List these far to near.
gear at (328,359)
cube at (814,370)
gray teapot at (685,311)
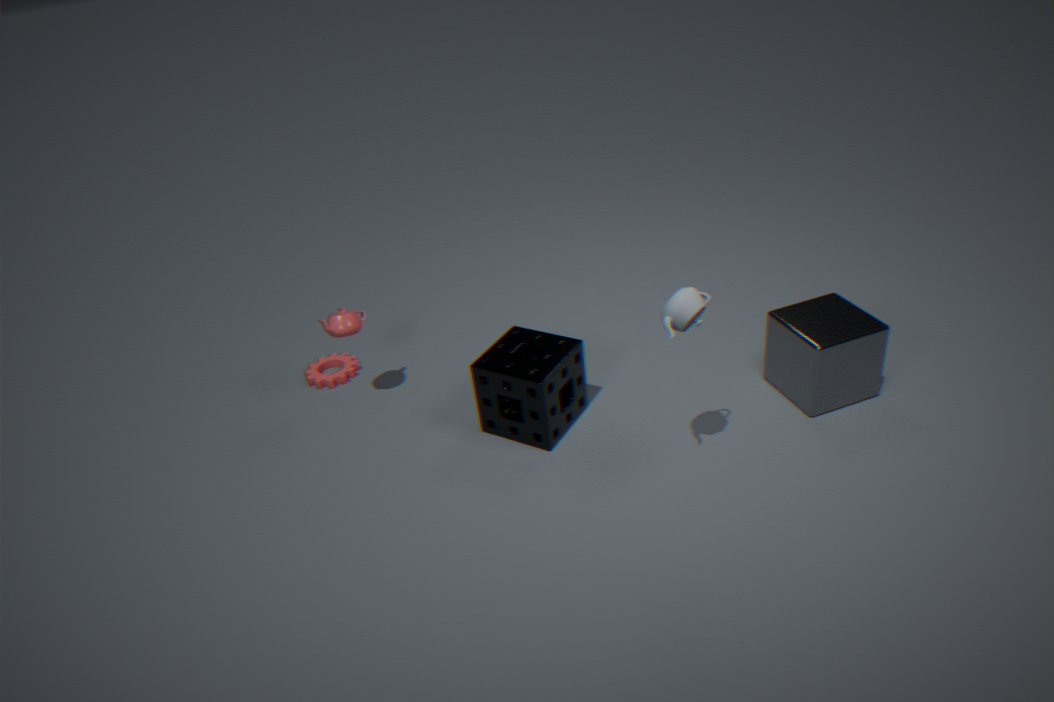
1. gear at (328,359)
2. cube at (814,370)
3. gray teapot at (685,311)
